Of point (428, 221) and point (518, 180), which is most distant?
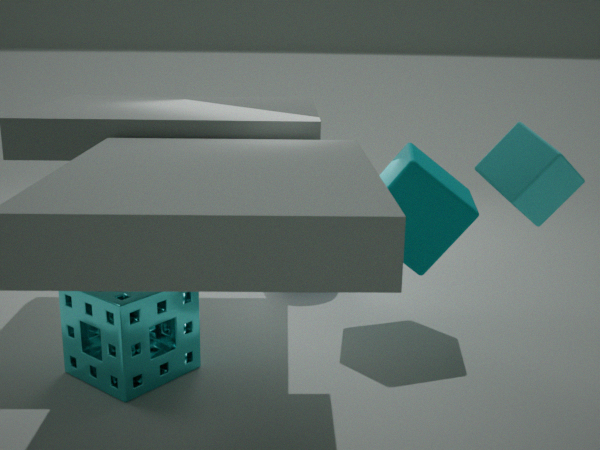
point (428, 221)
